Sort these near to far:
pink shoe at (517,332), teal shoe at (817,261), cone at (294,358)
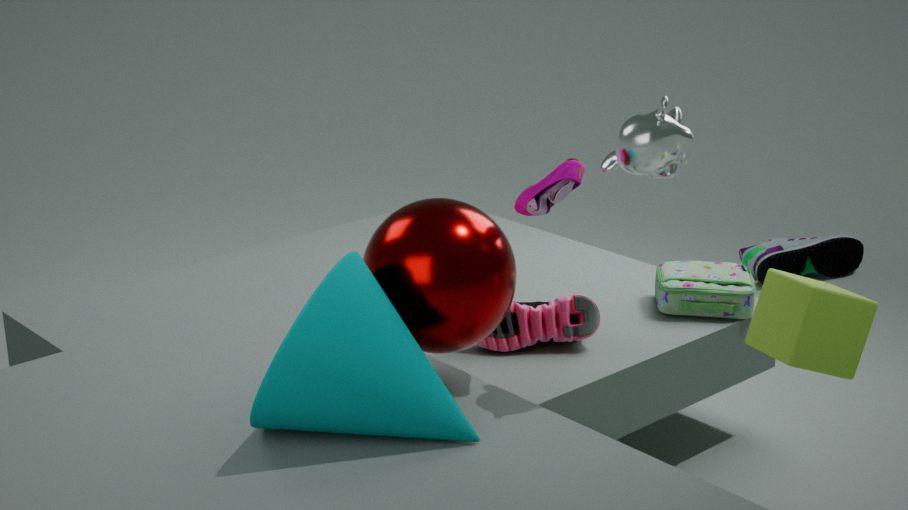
cone at (294,358) → pink shoe at (517,332) → teal shoe at (817,261)
